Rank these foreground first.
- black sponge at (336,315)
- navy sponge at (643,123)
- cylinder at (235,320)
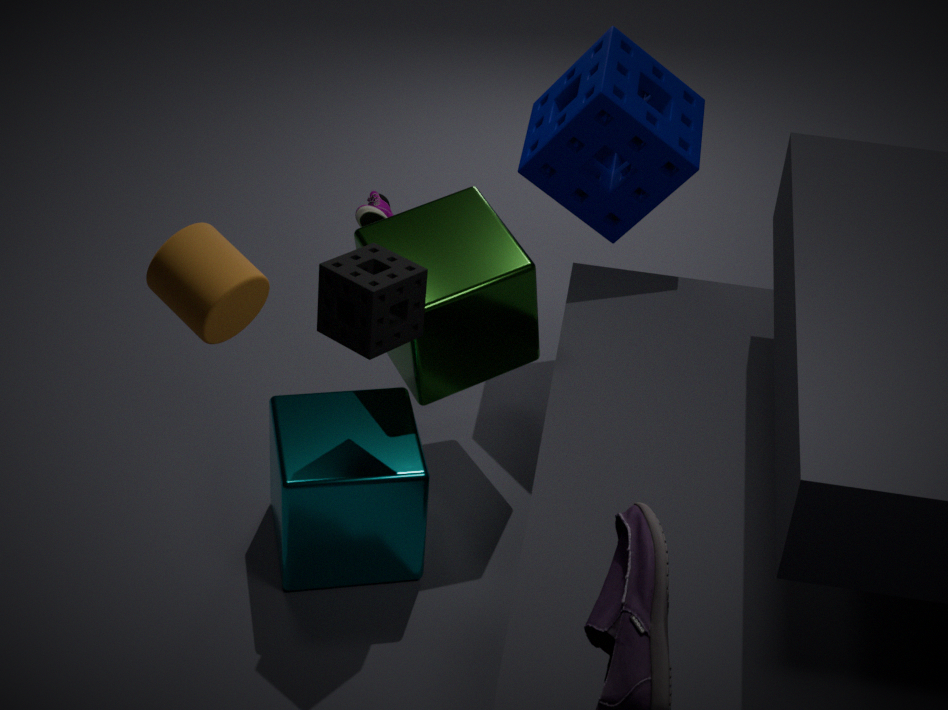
cylinder at (235,320), black sponge at (336,315), navy sponge at (643,123)
